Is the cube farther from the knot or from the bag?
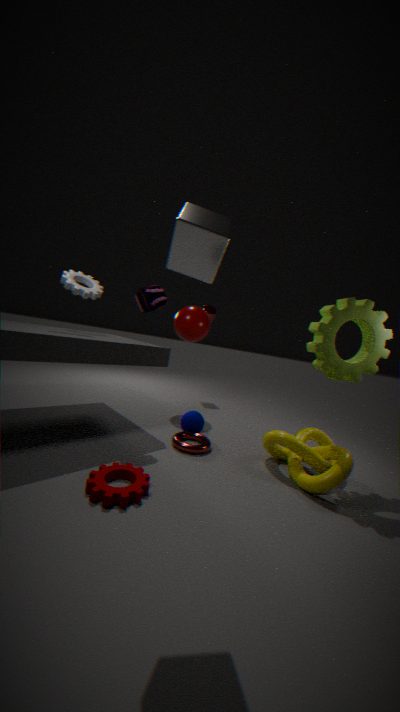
the knot
